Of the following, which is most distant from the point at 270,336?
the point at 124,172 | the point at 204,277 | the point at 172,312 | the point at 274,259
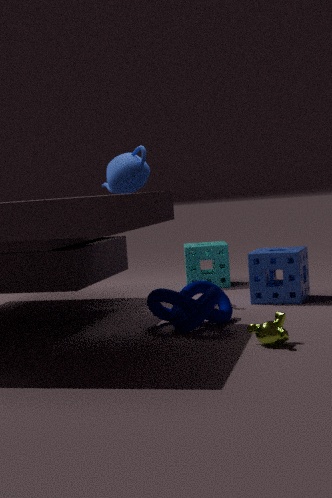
the point at 204,277
